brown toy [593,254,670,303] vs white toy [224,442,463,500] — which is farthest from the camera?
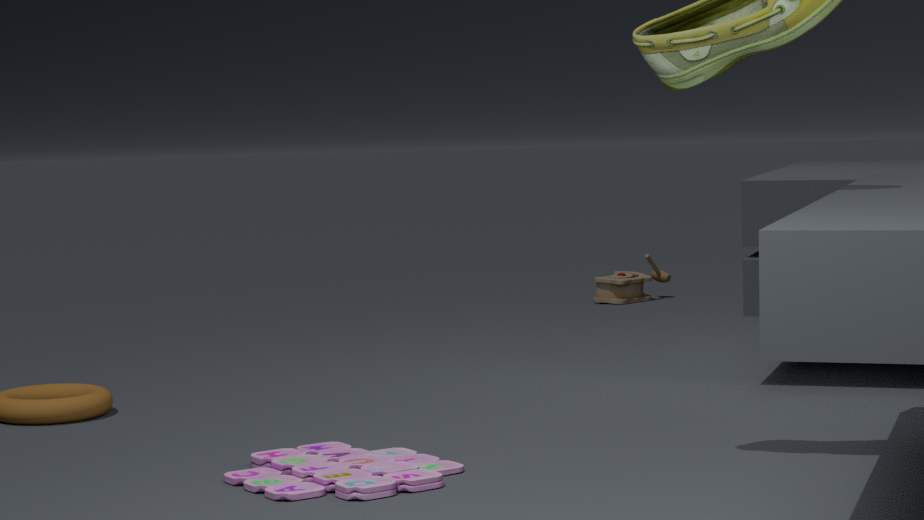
brown toy [593,254,670,303]
